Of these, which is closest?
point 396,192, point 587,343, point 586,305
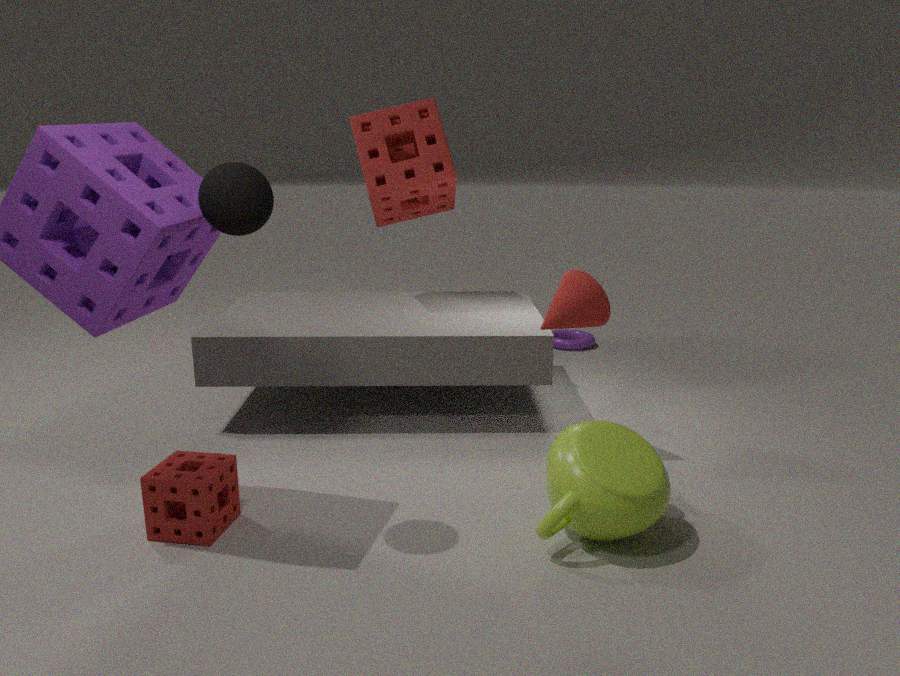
point 586,305
